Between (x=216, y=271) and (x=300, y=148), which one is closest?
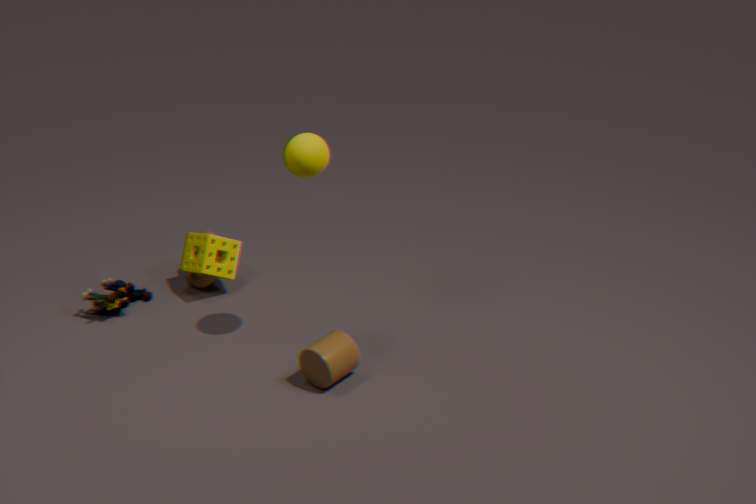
(x=300, y=148)
